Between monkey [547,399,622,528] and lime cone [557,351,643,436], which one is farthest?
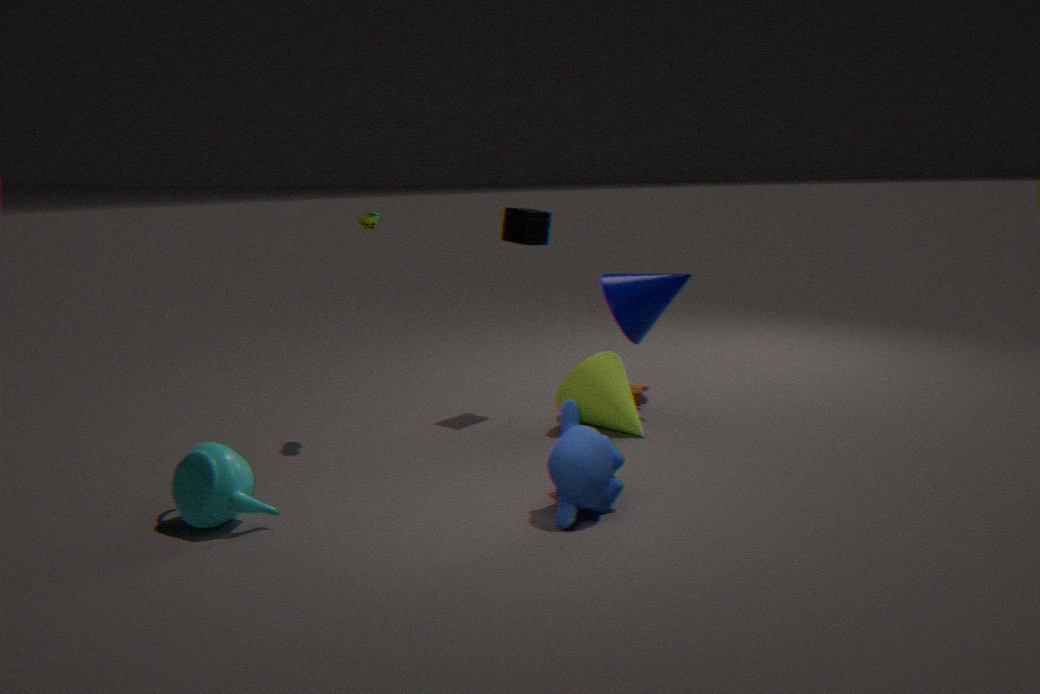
lime cone [557,351,643,436]
